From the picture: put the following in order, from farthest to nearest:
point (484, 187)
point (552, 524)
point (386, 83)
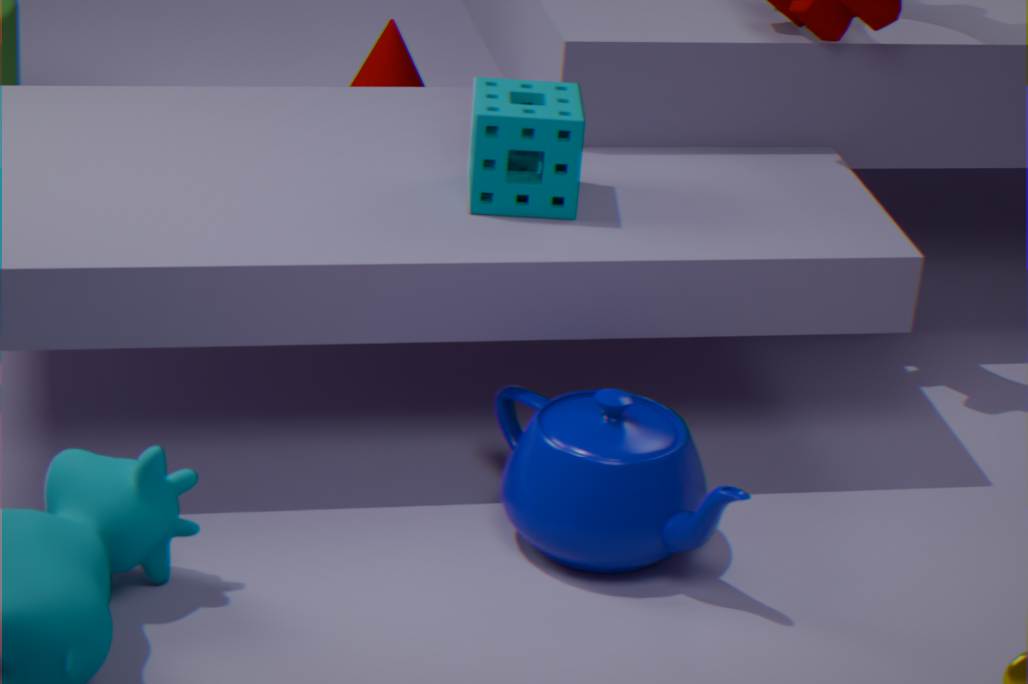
1. point (386, 83)
2. point (484, 187)
3. point (552, 524)
